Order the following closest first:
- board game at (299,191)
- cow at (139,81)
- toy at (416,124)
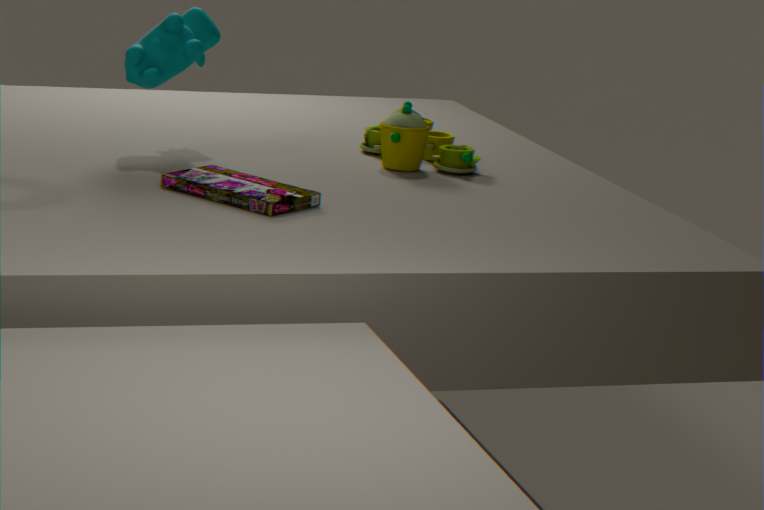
board game at (299,191)
cow at (139,81)
toy at (416,124)
